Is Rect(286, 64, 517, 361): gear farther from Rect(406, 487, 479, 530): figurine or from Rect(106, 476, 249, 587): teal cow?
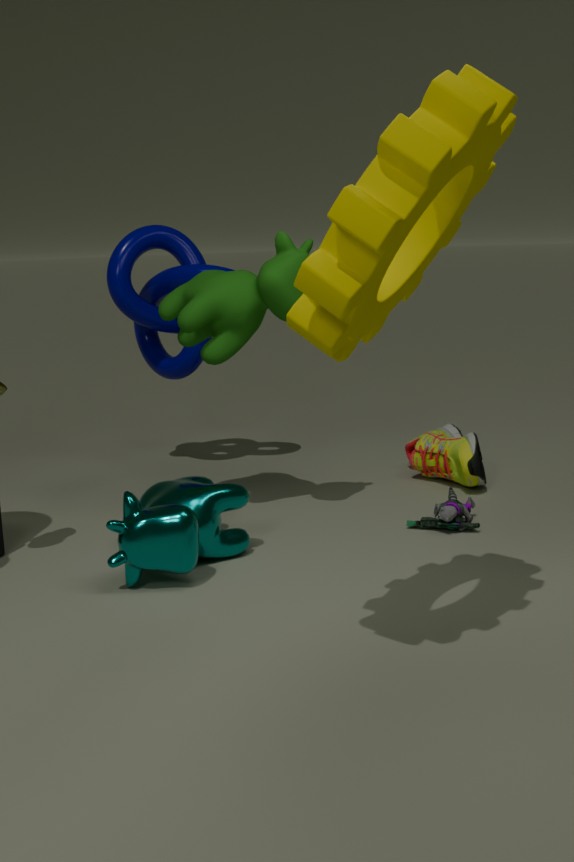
Rect(406, 487, 479, 530): figurine
